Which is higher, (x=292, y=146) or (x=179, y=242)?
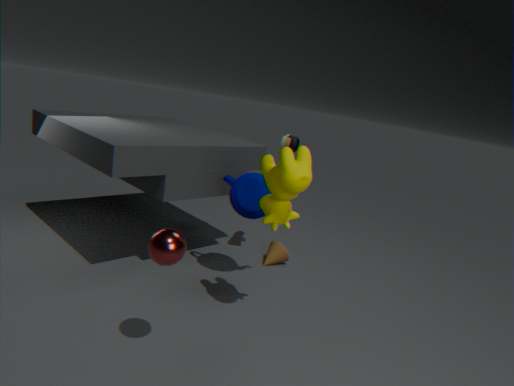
(x=292, y=146)
